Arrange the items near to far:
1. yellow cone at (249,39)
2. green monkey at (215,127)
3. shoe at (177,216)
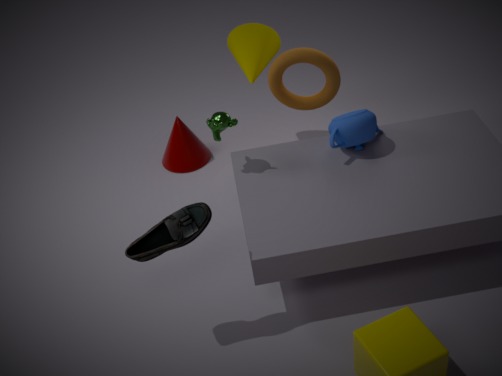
shoe at (177,216) → green monkey at (215,127) → yellow cone at (249,39)
